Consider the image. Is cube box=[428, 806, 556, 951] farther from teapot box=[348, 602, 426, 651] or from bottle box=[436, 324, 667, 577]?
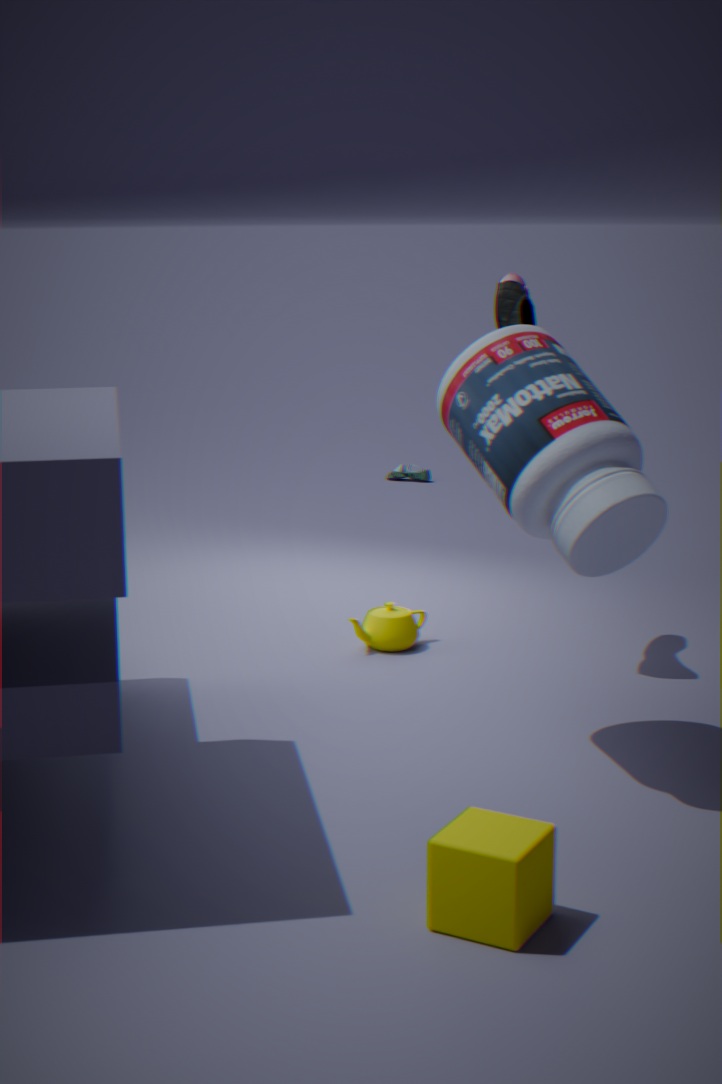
teapot box=[348, 602, 426, 651]
